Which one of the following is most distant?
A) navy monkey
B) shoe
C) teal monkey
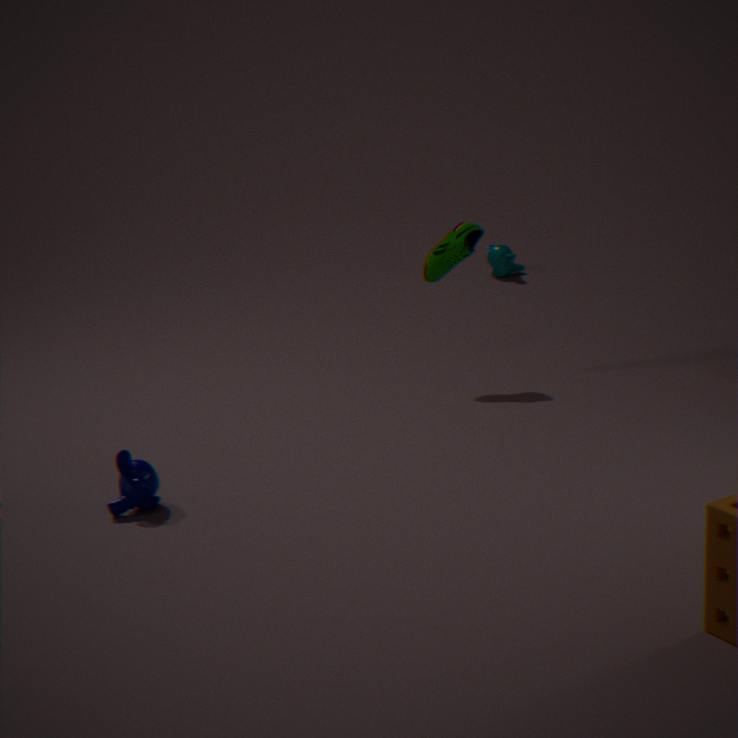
teal monkey
